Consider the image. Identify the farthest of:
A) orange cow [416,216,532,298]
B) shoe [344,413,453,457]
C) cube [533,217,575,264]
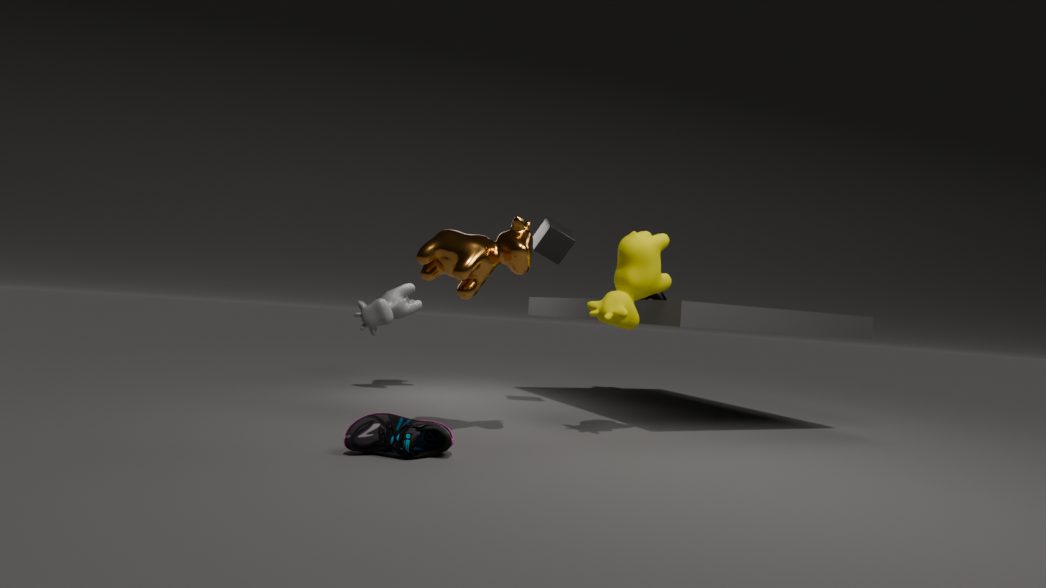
cube [533,217,575,264]
